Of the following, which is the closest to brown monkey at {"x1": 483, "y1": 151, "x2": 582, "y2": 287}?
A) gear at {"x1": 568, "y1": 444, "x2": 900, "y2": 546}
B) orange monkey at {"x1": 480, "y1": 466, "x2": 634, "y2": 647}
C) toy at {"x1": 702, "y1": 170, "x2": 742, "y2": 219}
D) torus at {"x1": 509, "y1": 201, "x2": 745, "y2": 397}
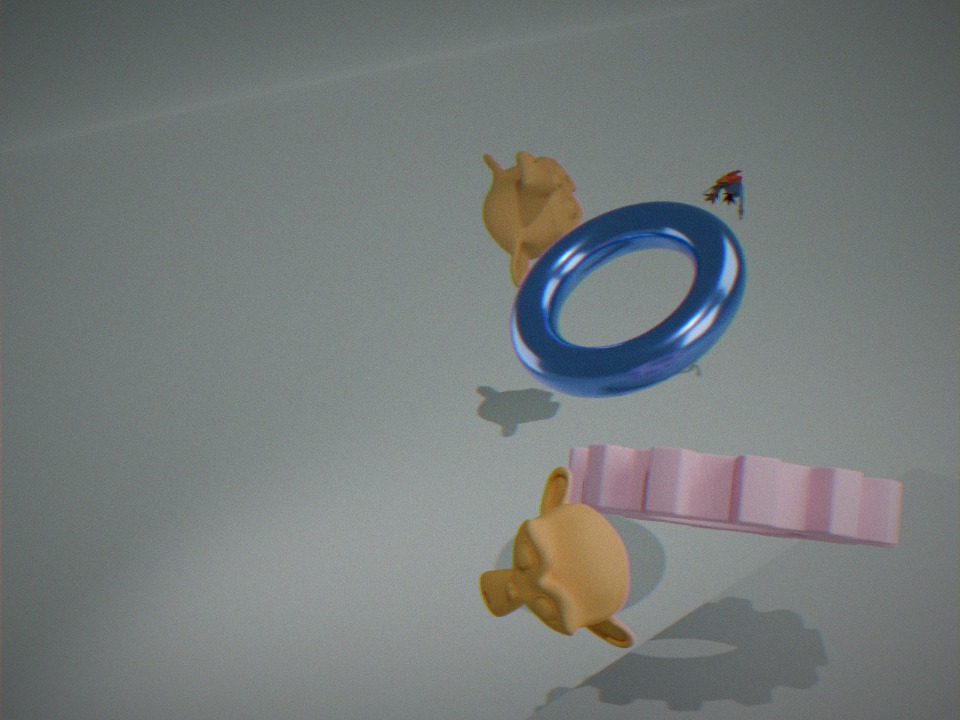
toy at {"x1": 702, "y1": 170, "x2": 742, "y2": 219}
